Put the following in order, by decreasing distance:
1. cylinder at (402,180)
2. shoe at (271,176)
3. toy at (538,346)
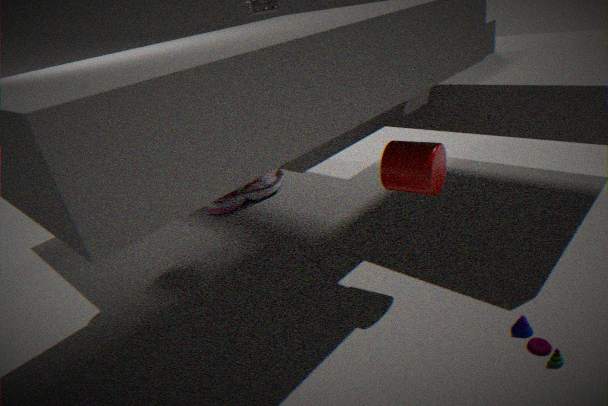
shoe at (271,176)
cylinder at (402,180)
toy at (538,346)
